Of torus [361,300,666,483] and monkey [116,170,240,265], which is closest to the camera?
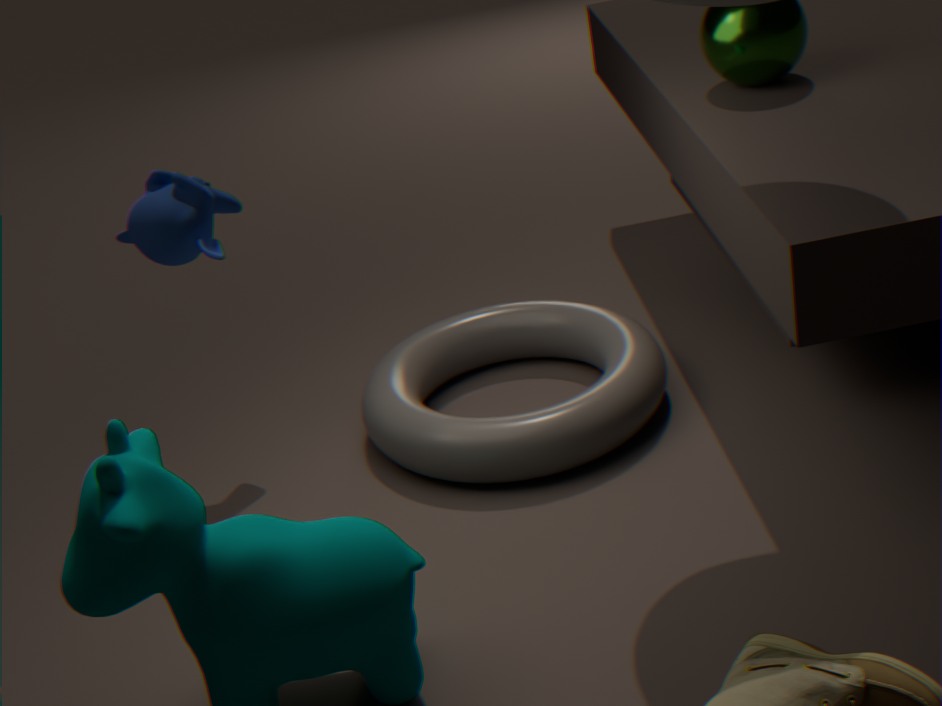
torus [361,300,666,483]
